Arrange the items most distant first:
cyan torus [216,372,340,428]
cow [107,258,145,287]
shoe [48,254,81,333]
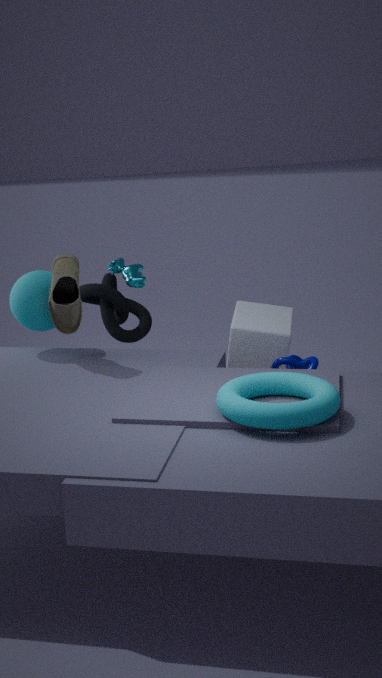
cow [107,258,145,287]
shoe [48,254,81,333]
cyan torus [216,372,340,428]
